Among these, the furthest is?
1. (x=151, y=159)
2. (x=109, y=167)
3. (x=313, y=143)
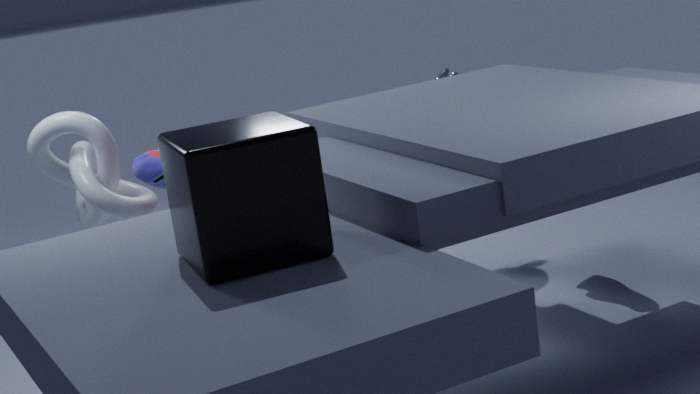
(x=109, y=167)
